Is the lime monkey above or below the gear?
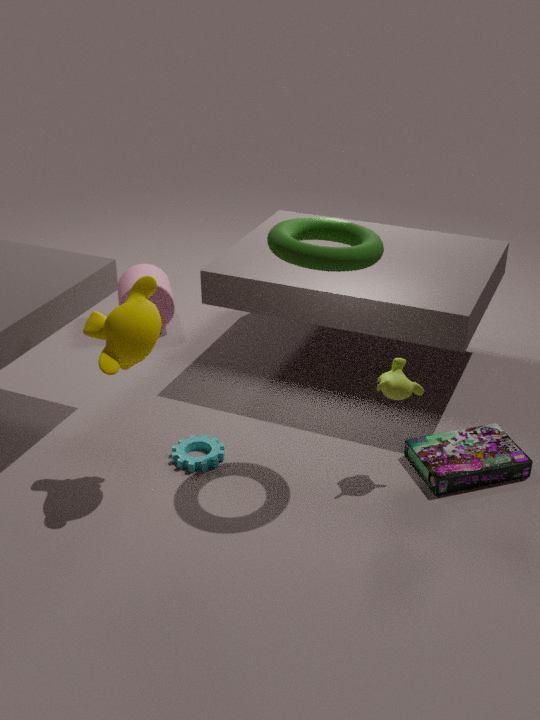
above
